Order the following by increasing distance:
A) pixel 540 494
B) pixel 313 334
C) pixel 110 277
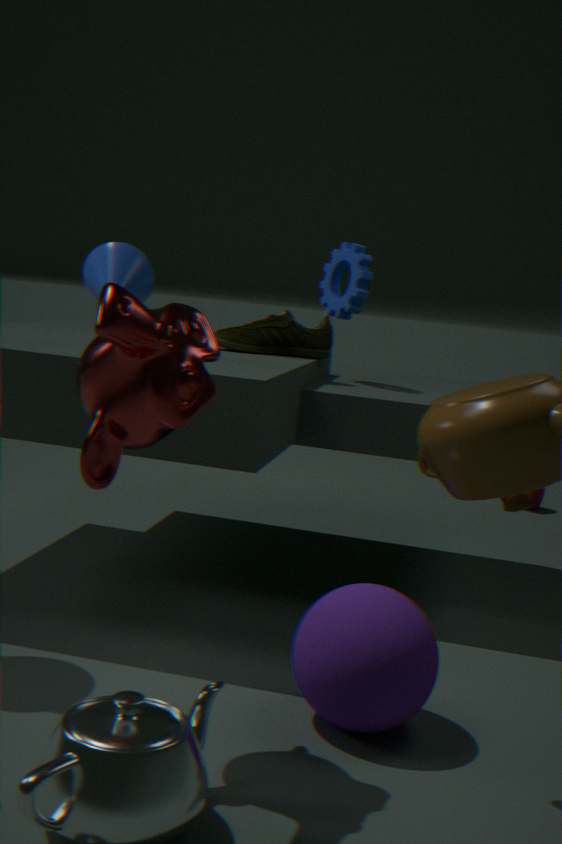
pixel 110 277 < pixel 313 334 < pixel 540 494
